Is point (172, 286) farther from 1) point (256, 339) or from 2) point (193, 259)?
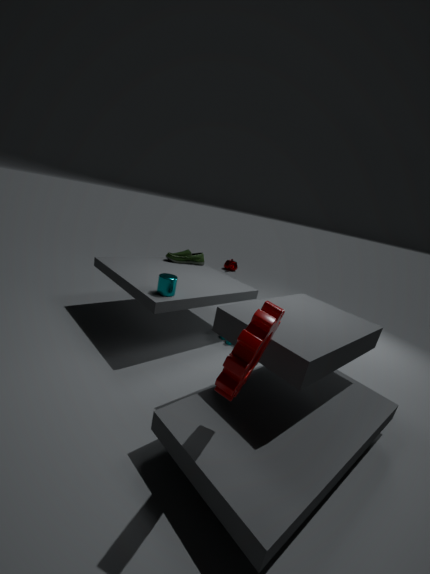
1) point (256, 339)
